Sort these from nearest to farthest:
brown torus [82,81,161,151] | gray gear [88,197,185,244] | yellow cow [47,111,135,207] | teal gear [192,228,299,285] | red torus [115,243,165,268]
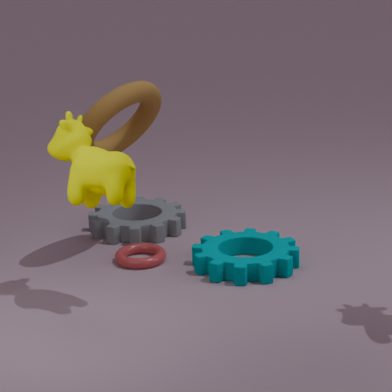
yellow cow [47,111,135,207]
teal gear [192,228,299,285]
brown torus [82,81,161,151]
red torus [115,243,165,268]
gray gear [88,197,185,244]
